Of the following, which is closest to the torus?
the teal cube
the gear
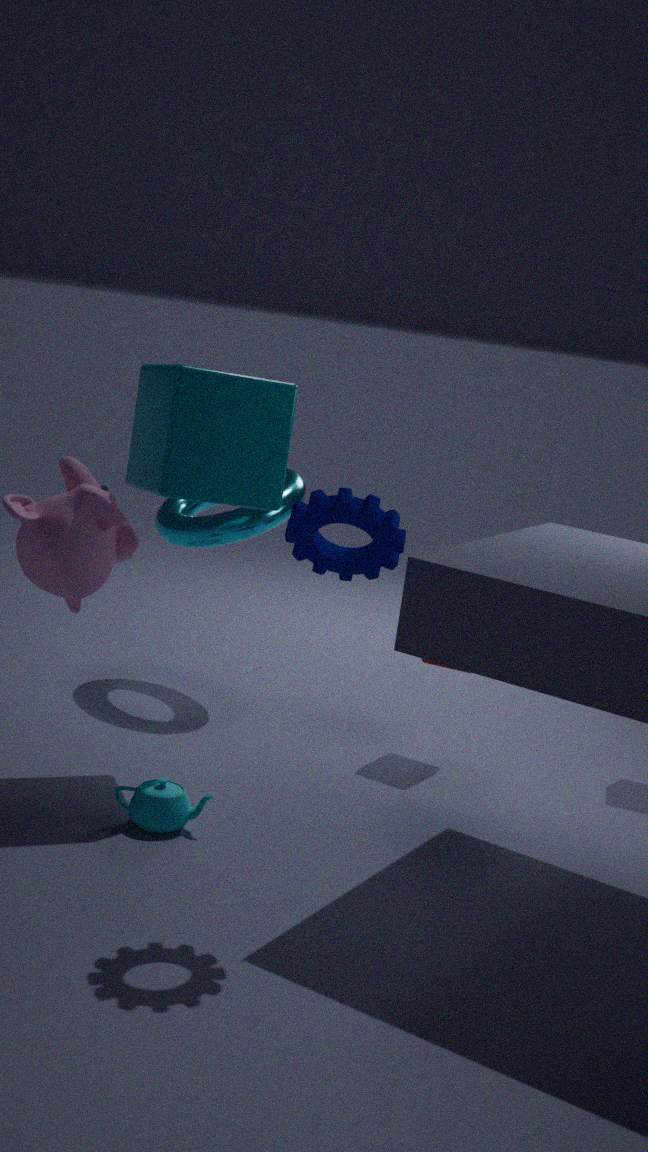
the teal cube
